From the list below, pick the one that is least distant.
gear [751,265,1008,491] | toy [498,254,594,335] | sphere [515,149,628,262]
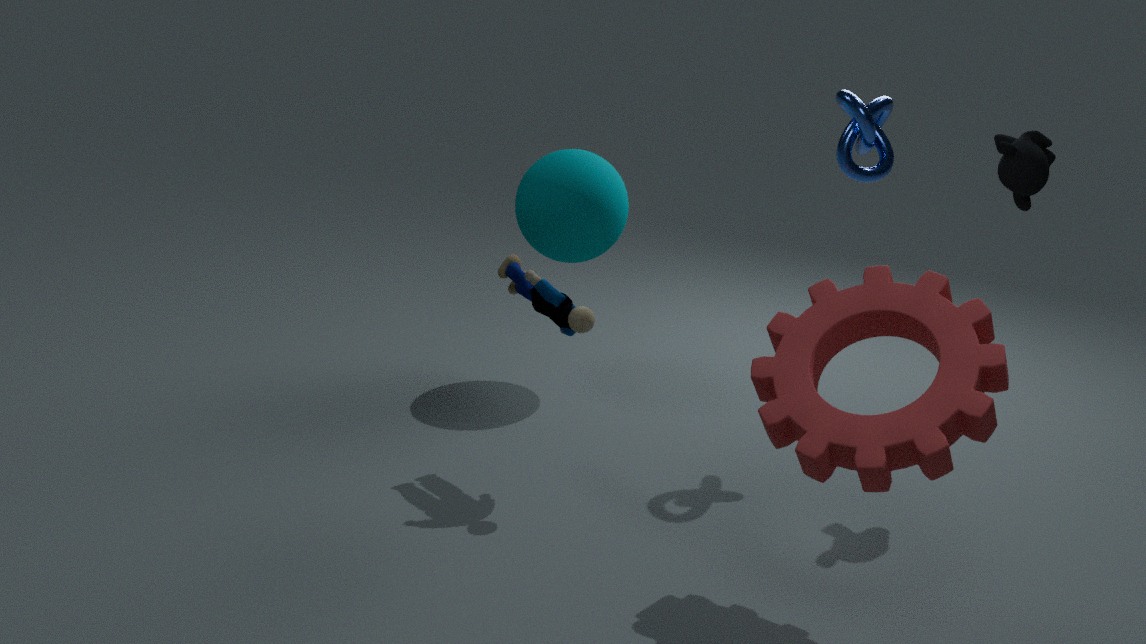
gear [751,265,1008,491]
